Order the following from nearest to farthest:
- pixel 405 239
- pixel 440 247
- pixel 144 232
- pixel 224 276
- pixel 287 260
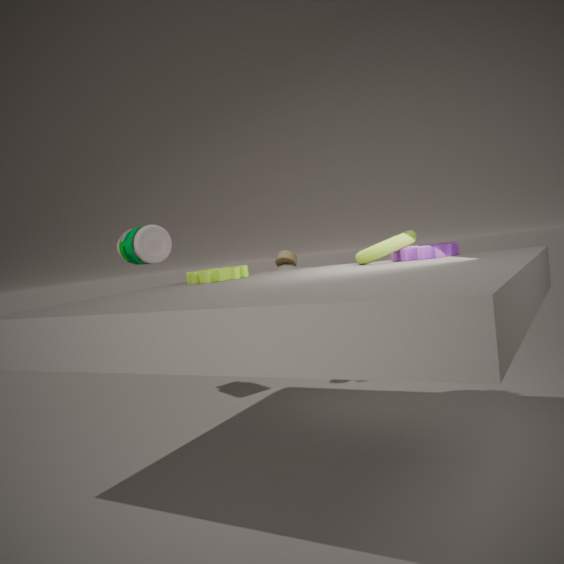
pixel 440 247, pixel 405 239, pixel 224 276, pixel 144 232, pixel 287 260
